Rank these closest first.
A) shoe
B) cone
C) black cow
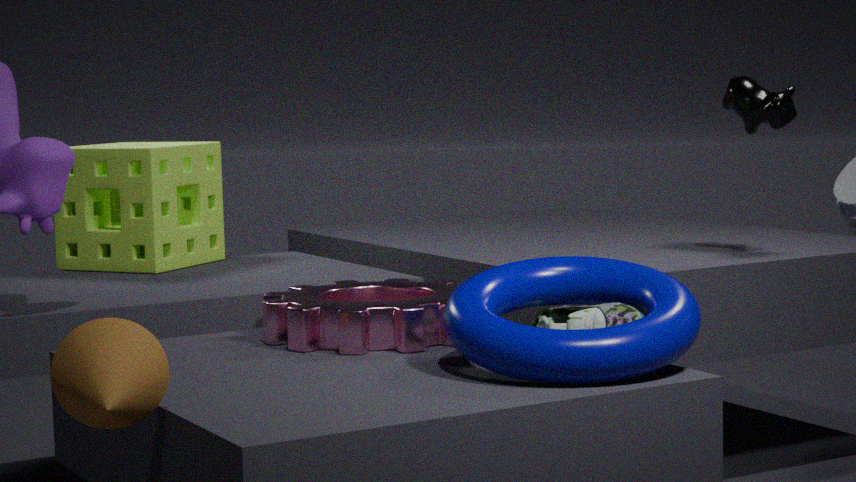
1. cone
2. shoe
3. black cow
